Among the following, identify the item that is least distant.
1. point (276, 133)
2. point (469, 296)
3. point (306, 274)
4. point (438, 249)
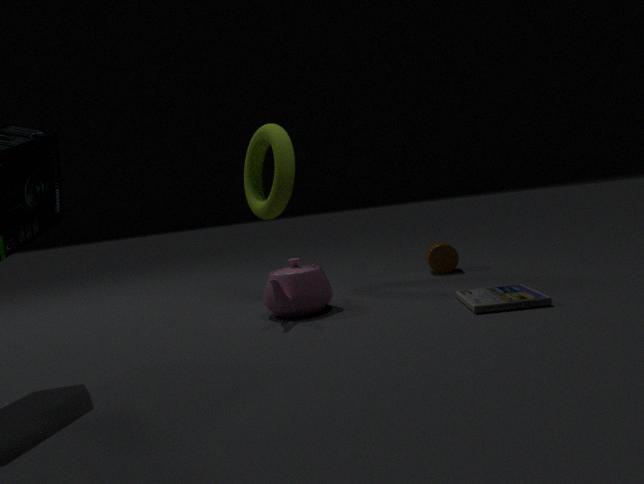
point (469, 296)
